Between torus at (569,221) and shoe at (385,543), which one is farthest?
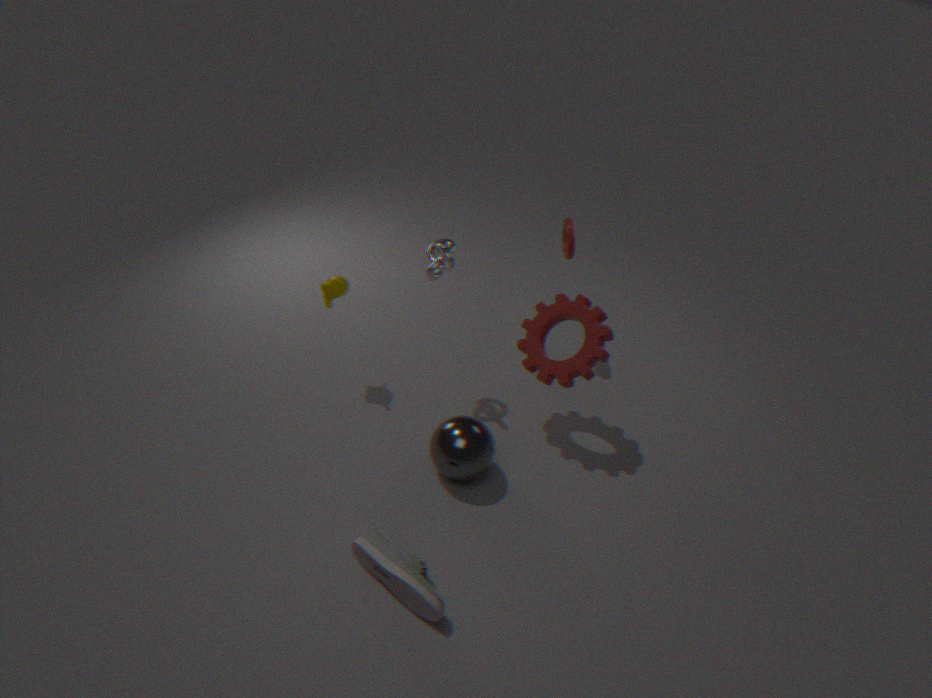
torus at (569,221)
